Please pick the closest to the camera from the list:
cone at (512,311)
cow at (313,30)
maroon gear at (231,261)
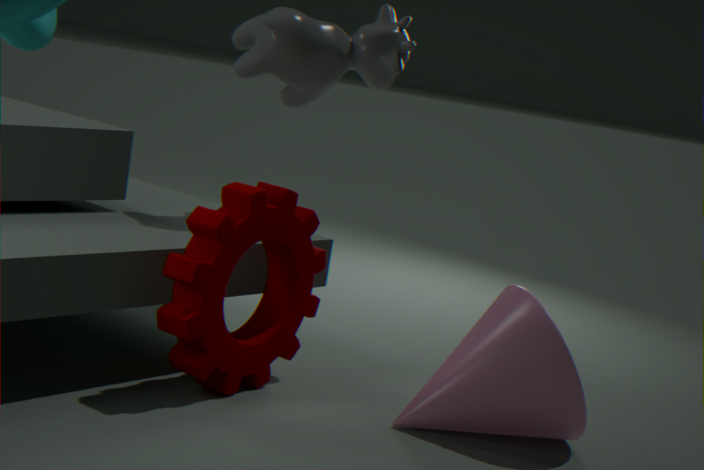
maroon gear at (231,261)
